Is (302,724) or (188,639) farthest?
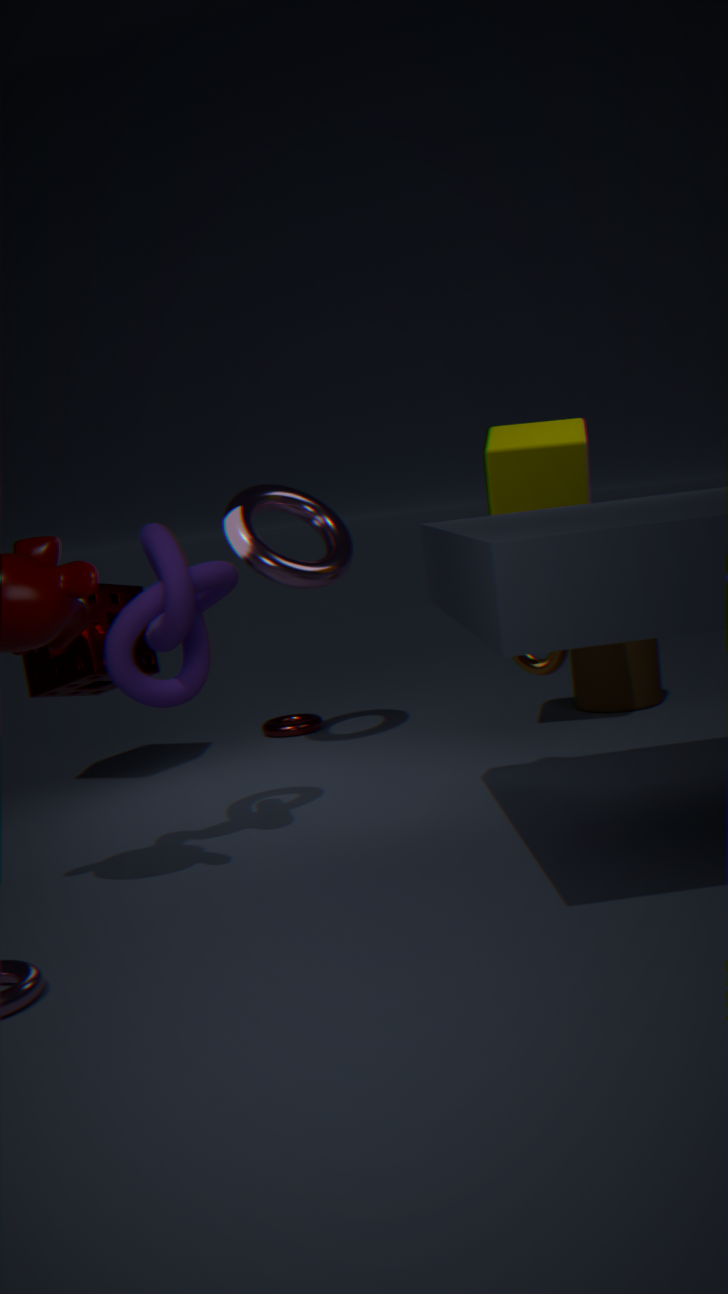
(302,724)
